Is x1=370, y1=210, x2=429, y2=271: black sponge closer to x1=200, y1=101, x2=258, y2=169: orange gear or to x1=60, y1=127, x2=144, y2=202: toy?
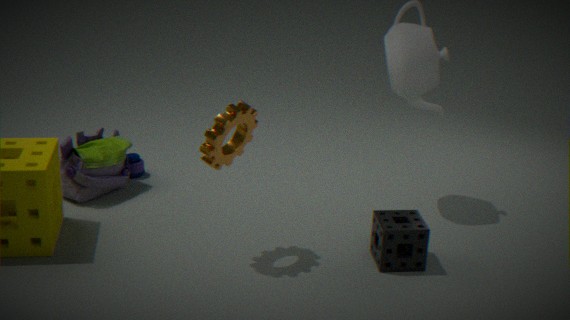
x1=200, y1=101, x2=258, y2=169: orange gear
